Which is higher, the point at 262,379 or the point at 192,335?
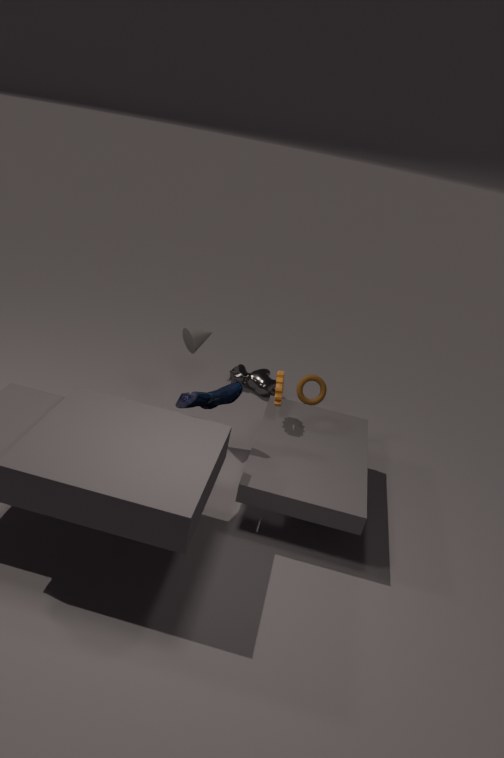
the point at 192,335
